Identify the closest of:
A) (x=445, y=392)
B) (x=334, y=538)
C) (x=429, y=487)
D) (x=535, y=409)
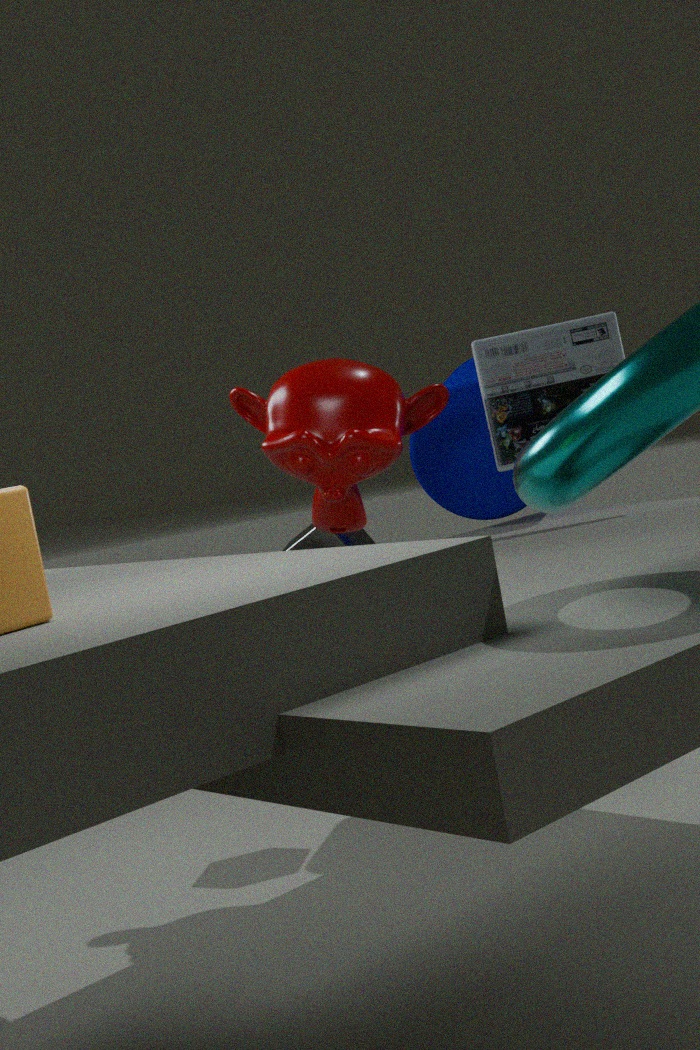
(x=445, y=392)
